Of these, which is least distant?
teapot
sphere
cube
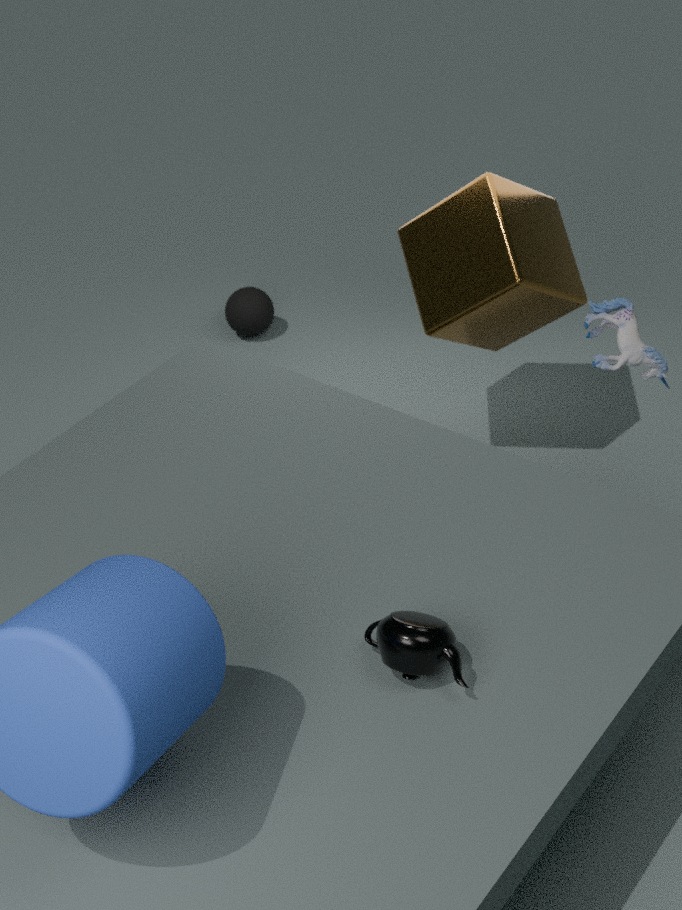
teapot
